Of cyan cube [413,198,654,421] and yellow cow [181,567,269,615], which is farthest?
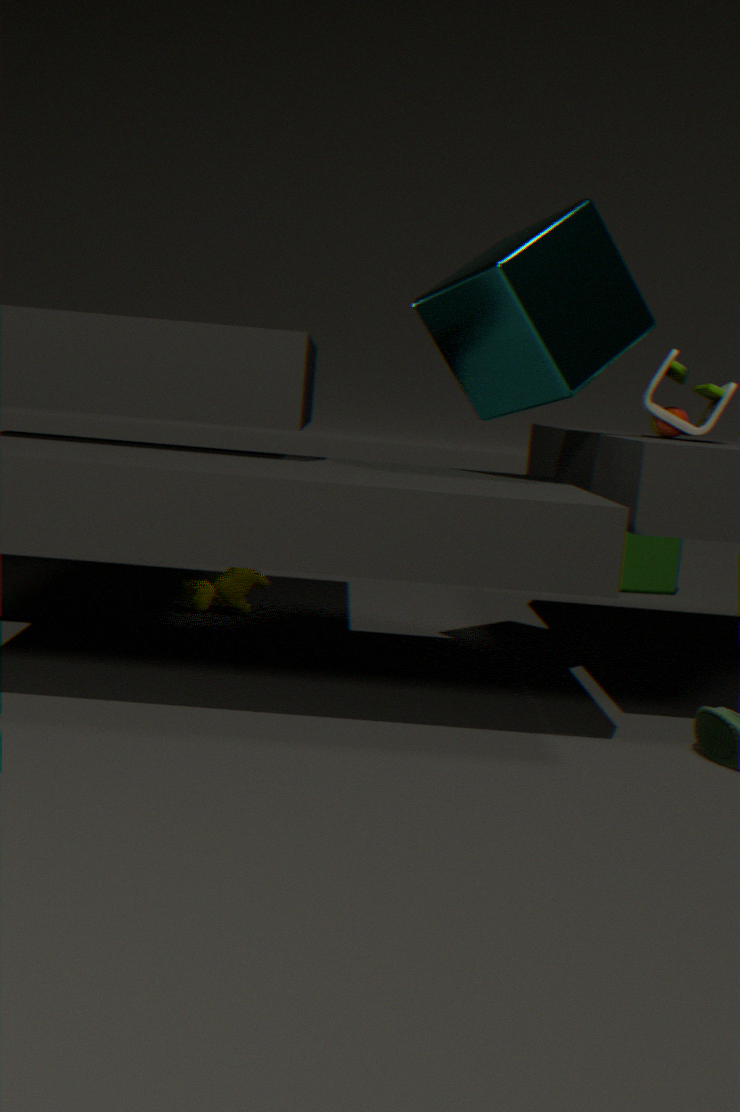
yellow cow [181,567,269,615]
